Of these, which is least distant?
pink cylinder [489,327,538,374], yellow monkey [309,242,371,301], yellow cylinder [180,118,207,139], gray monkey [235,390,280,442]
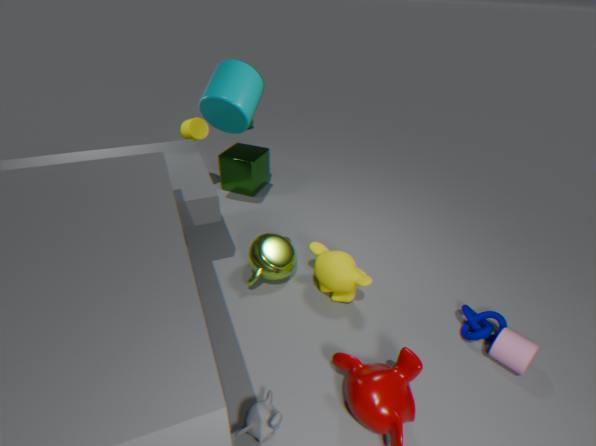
gray monkey [235,390,280,442]
